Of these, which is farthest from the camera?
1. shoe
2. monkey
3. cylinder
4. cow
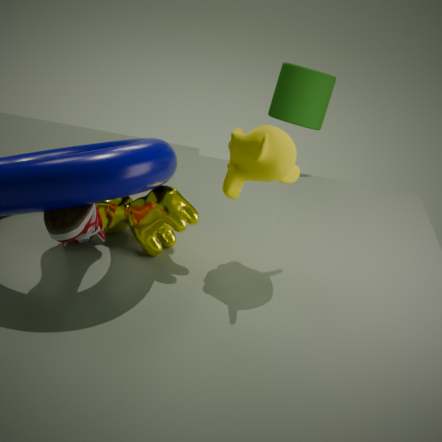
cylinder
